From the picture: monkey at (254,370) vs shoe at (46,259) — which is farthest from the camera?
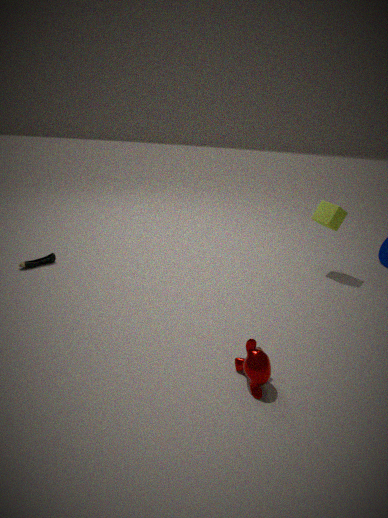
shoe at (46,259)
